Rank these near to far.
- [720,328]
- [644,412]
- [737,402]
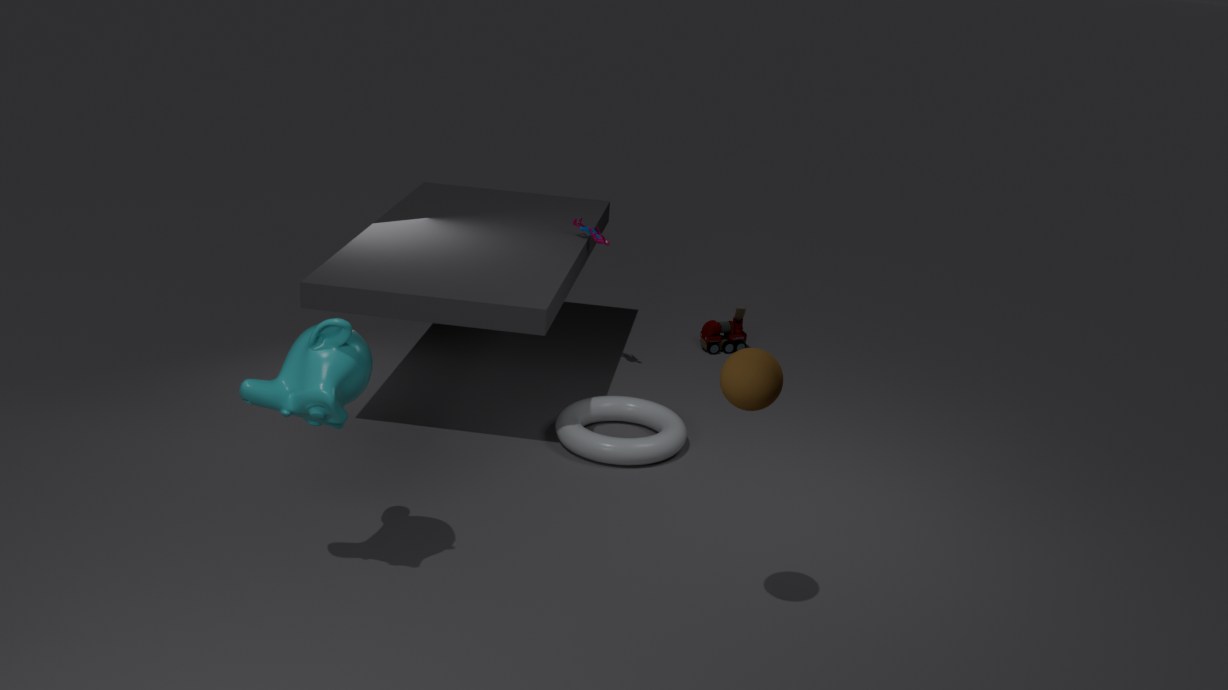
[737,402] < [644,412] < [720,328]
